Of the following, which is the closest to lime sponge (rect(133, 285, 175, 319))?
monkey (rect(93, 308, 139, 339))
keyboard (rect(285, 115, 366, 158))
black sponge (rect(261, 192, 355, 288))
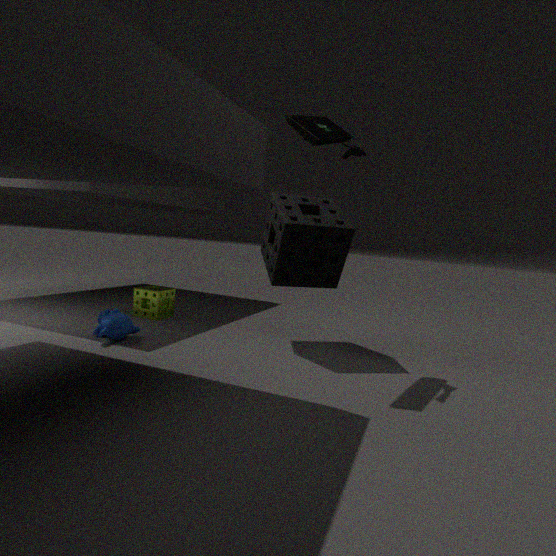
monkey (rect(93, 308, 139, 339))
